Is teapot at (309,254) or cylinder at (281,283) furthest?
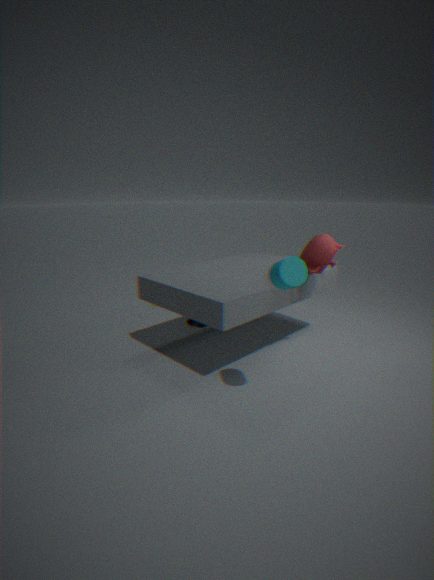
teapot at (309,254)
